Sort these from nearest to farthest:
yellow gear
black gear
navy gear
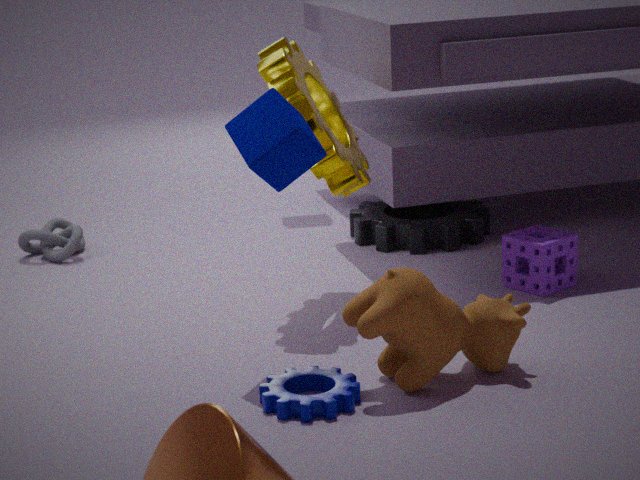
navy gear
yellow gear
black gear
